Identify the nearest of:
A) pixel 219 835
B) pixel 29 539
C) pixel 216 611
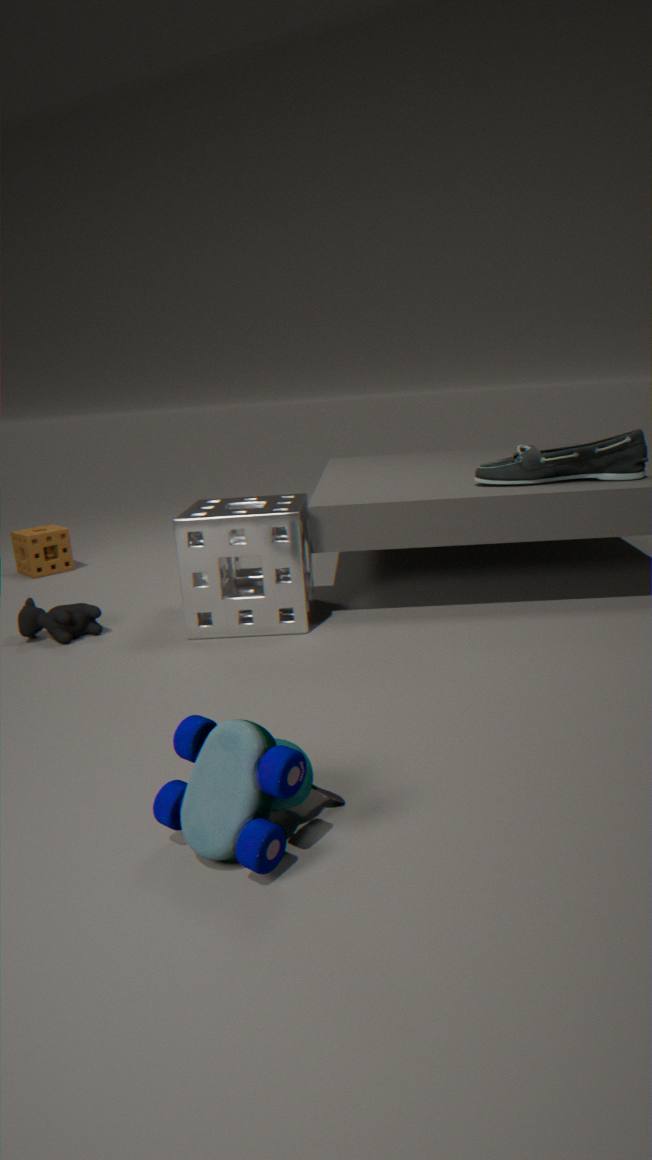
pixel 219 835
